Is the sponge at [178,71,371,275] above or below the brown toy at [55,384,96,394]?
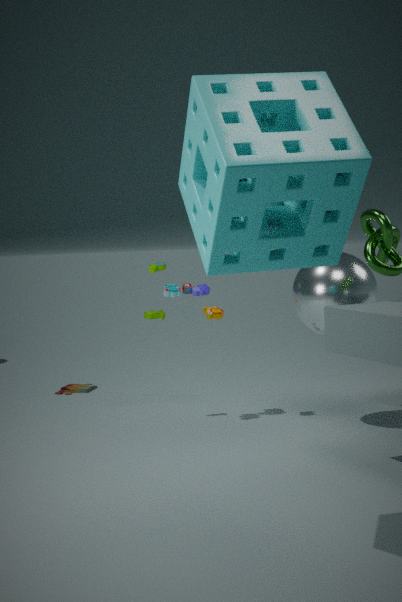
above
